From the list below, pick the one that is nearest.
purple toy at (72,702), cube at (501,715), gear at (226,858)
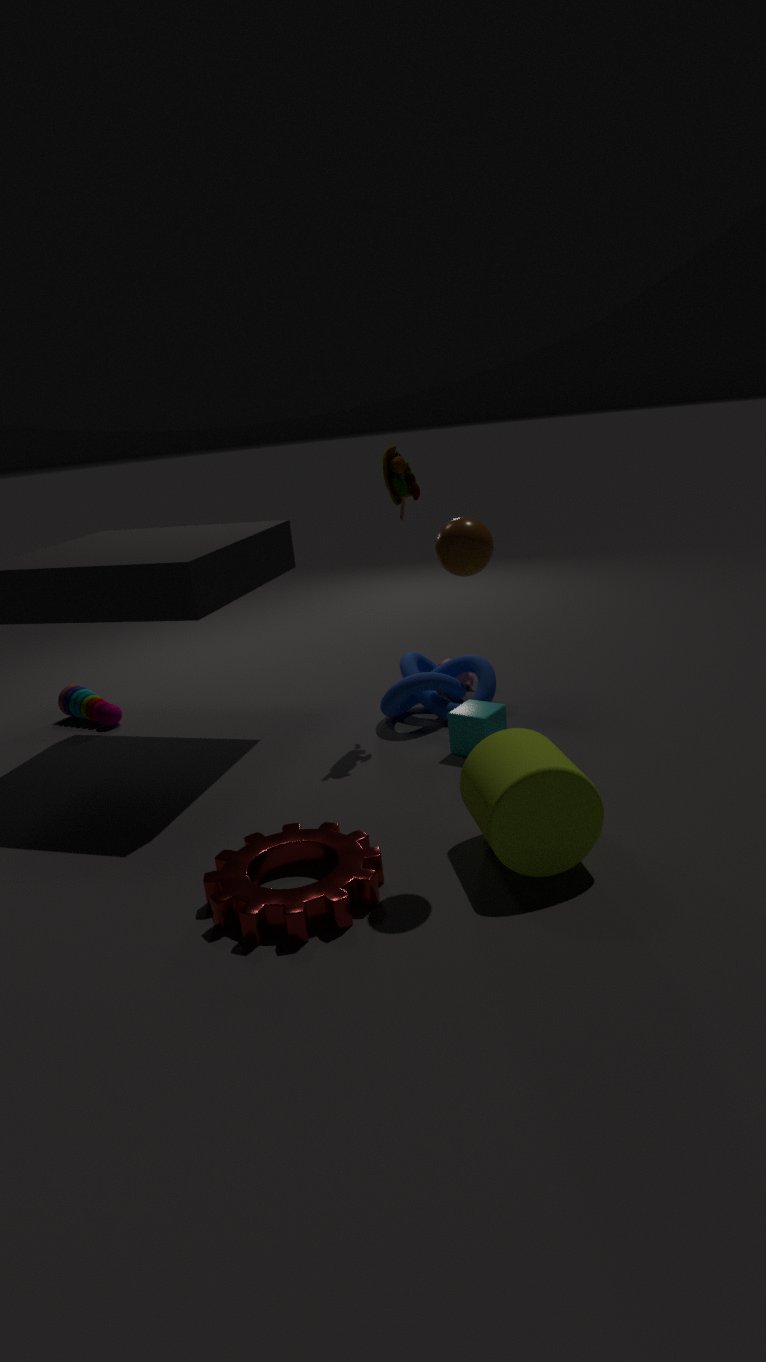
gear at (226,858)
